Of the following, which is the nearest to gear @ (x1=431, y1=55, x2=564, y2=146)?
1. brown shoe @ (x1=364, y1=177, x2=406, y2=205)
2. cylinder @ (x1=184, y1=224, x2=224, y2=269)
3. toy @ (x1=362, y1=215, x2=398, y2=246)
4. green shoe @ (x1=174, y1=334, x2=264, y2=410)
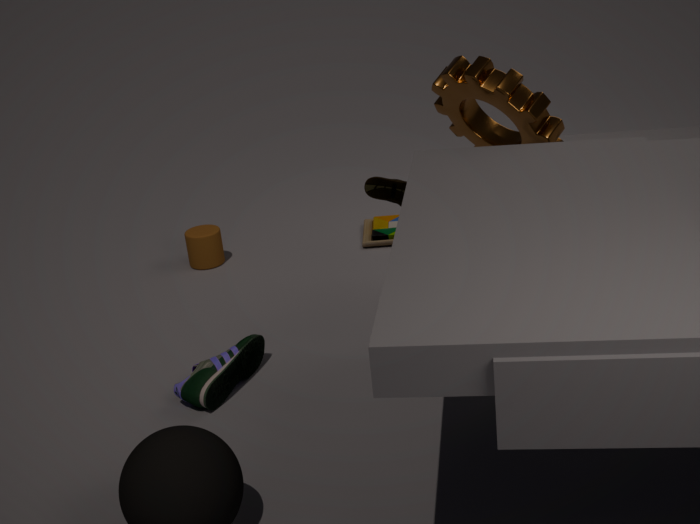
brown shoe @ (x1=364, y1=177, x2=406, y2=205)
